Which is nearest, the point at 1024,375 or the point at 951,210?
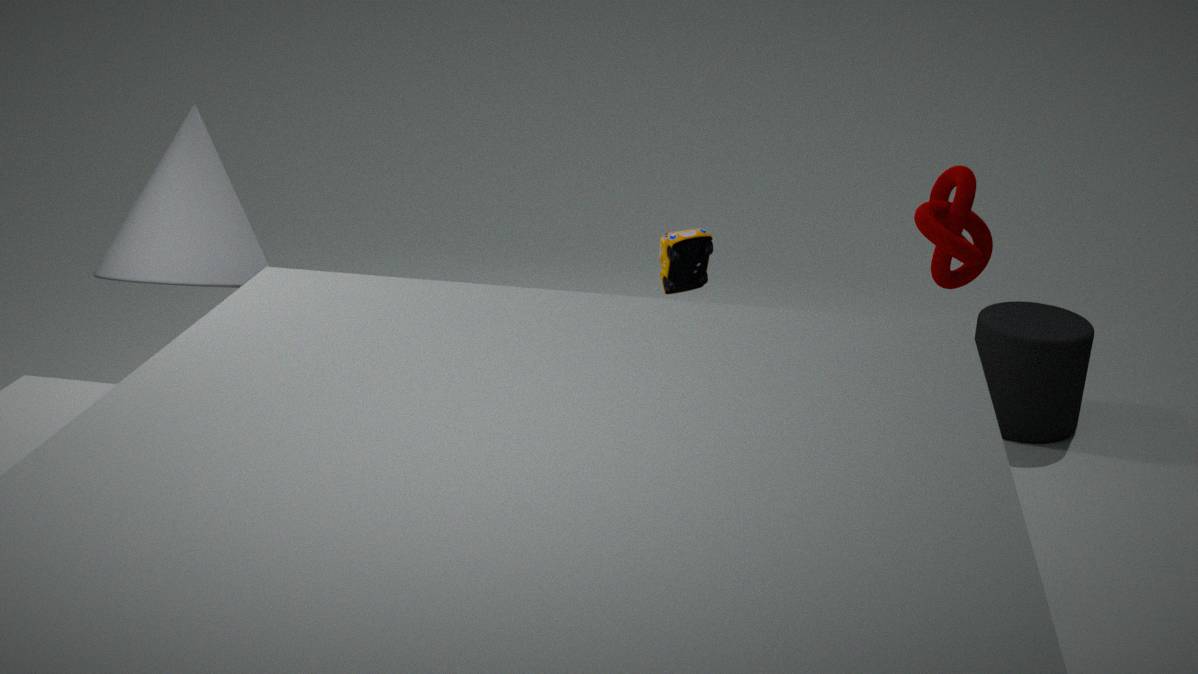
the point at 951,210
